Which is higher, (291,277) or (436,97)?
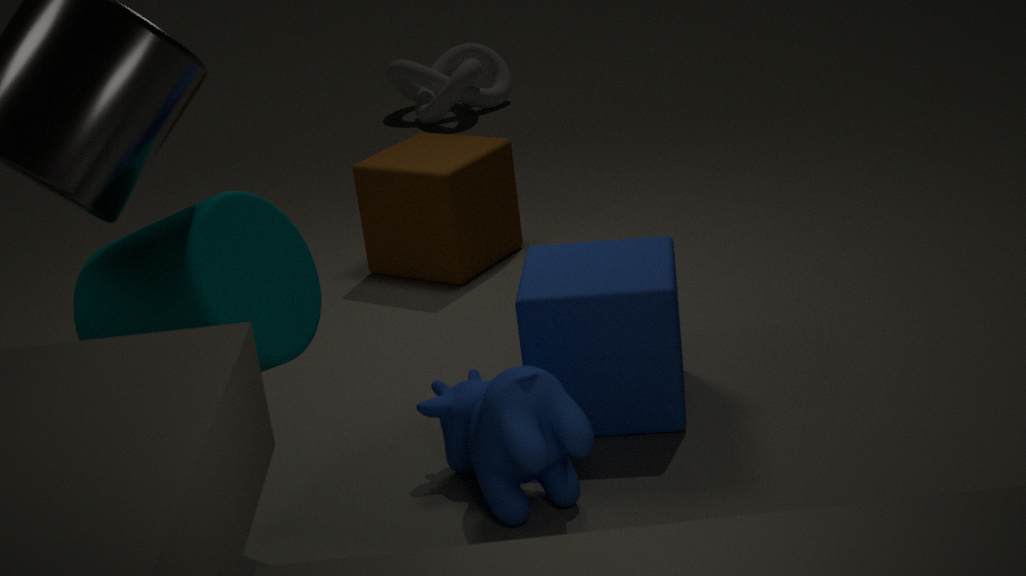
(291,277)
